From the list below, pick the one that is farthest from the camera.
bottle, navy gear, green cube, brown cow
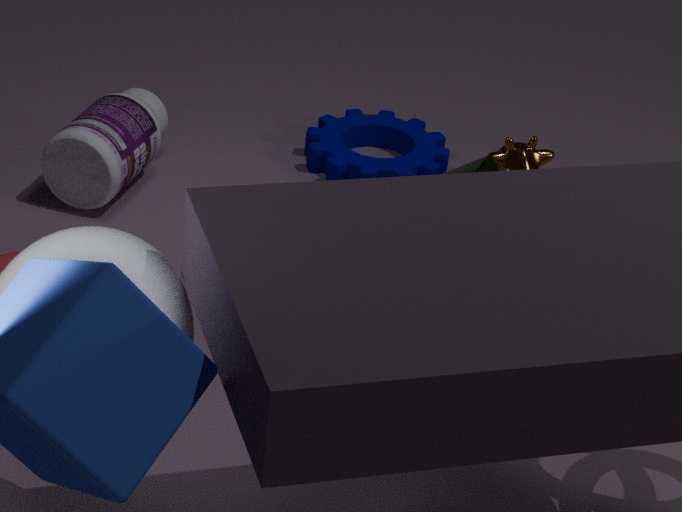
navy gear
